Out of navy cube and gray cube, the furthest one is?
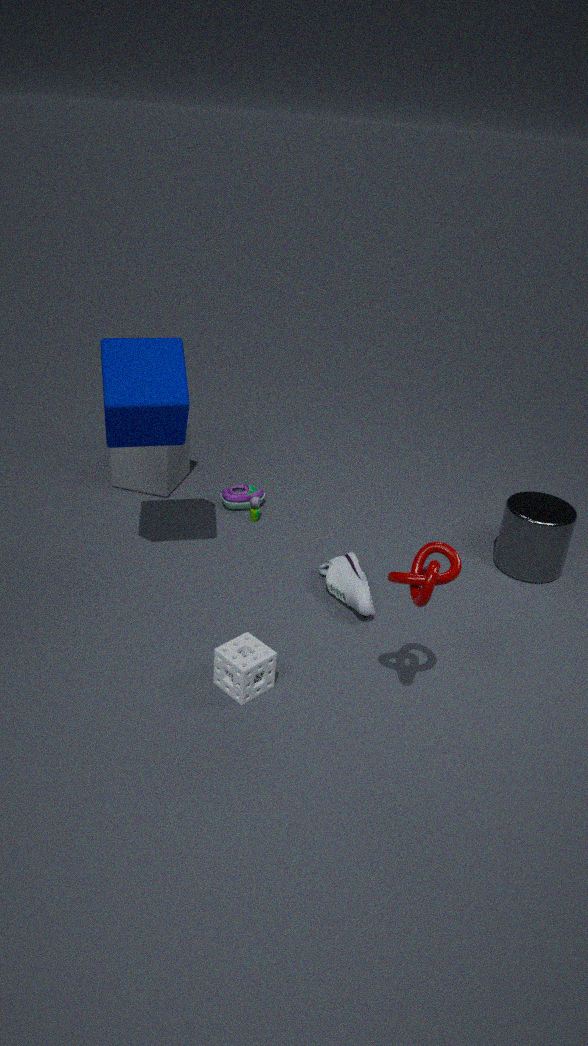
gray cube
